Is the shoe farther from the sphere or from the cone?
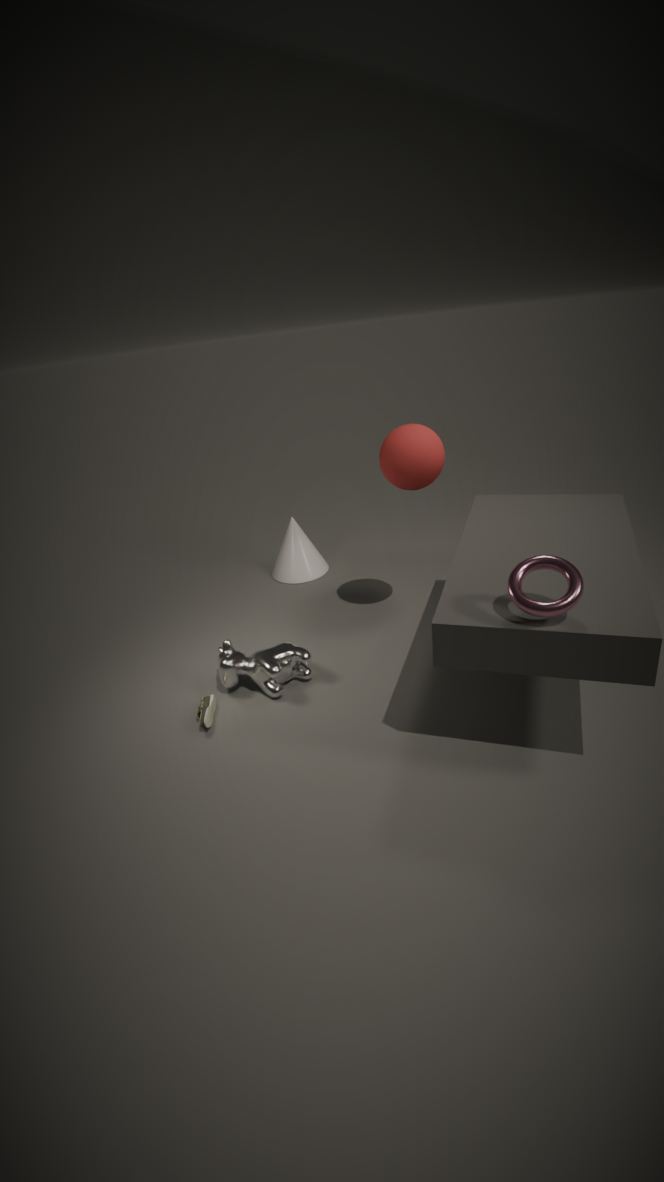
the sphere
